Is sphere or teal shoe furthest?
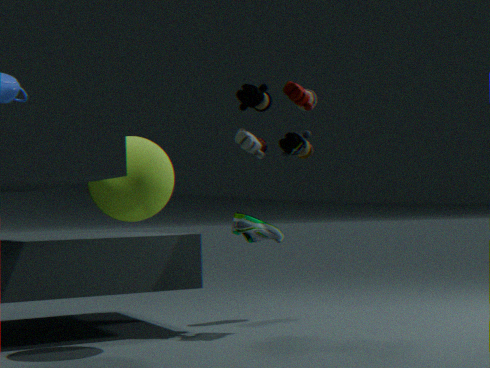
teal shoe
